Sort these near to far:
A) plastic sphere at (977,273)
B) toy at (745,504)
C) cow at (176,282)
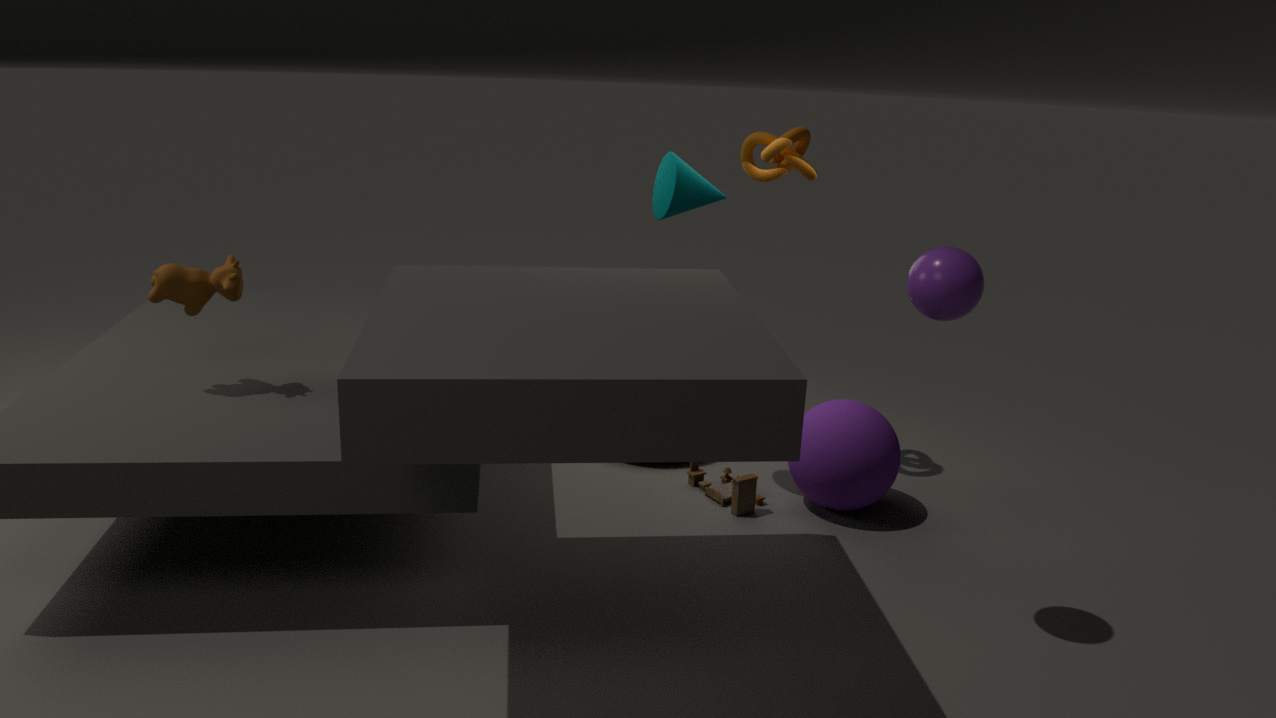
1. plastic sphere at (977,273)
2. cow at (176,282)
3. toy at (745,504)
